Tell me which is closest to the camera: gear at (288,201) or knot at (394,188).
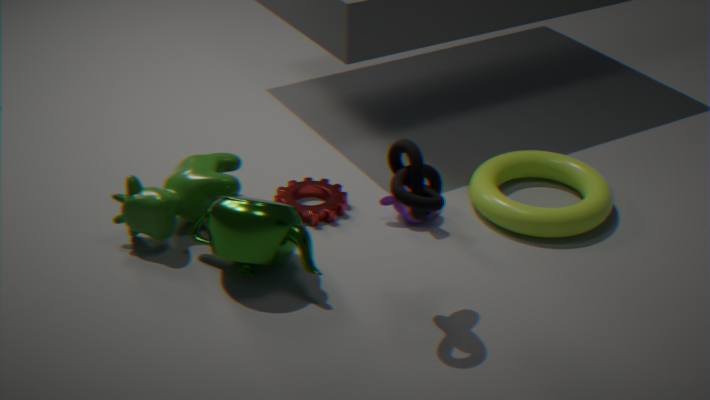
knot at (394,188)
